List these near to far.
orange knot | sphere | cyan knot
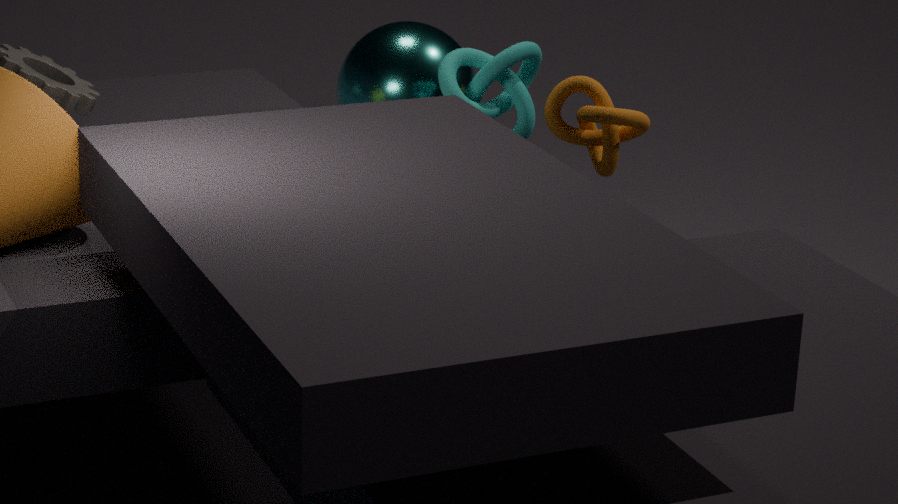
cyan knot → sphere → orange knot
